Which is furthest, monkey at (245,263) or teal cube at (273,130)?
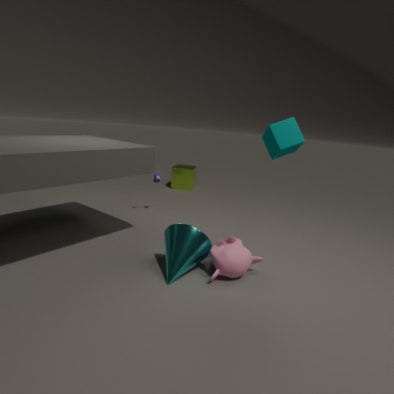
monkey at (245,263)
